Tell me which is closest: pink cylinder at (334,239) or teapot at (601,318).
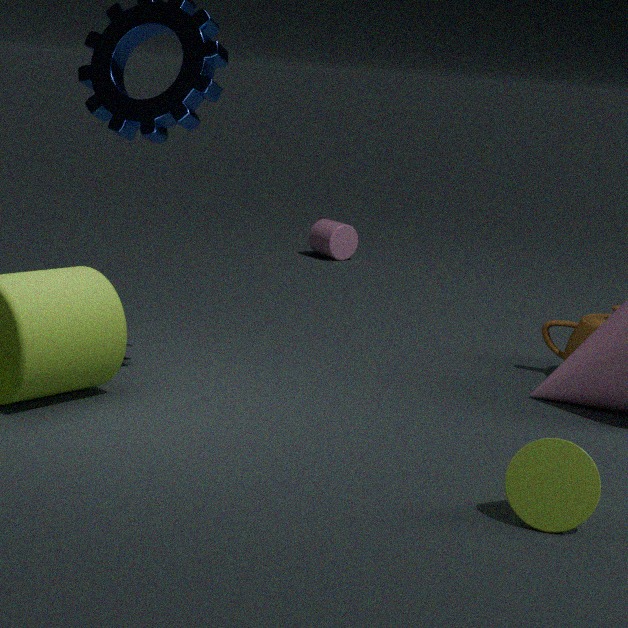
teapot at (601,318)
